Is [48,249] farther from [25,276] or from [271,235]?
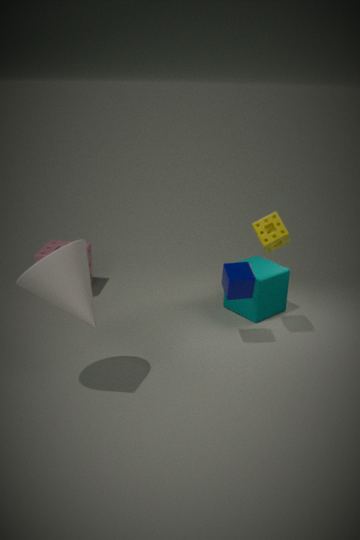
[271,235]
